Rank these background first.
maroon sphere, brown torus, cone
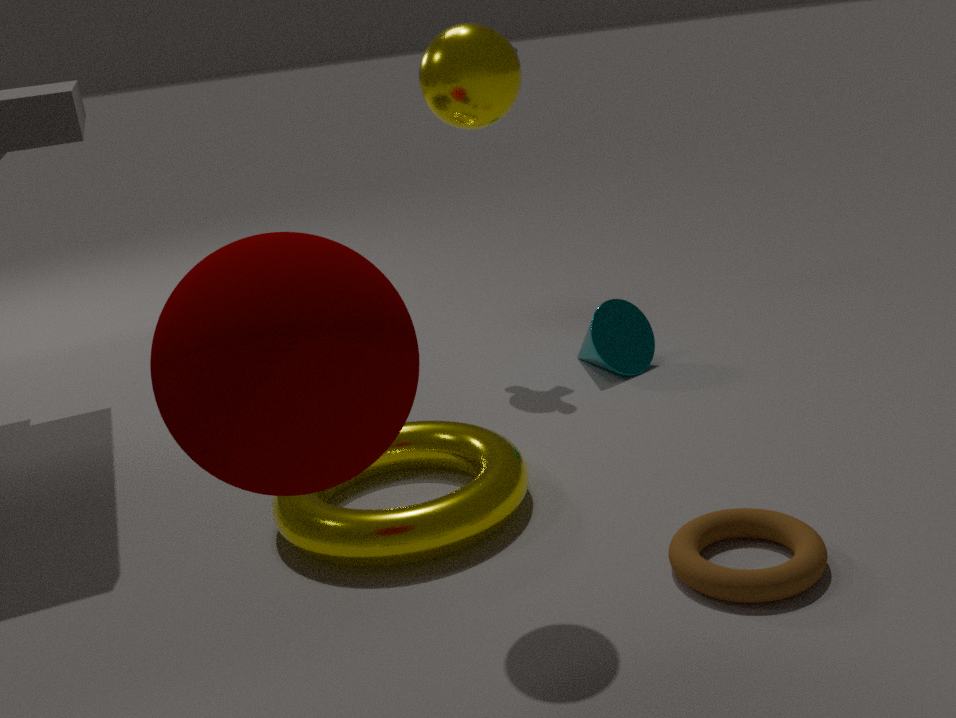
cone → brown torus → maroon sphere
